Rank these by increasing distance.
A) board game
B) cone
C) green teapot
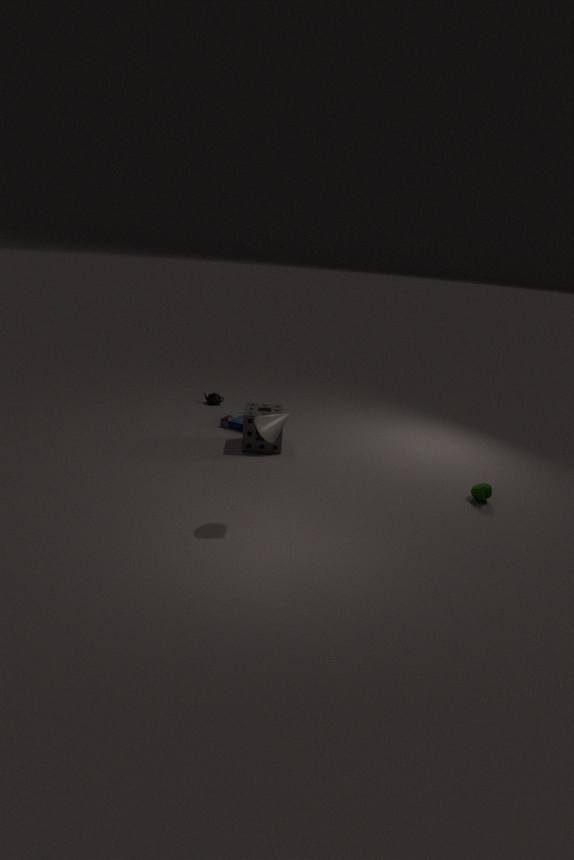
cone, green teapot, board game
